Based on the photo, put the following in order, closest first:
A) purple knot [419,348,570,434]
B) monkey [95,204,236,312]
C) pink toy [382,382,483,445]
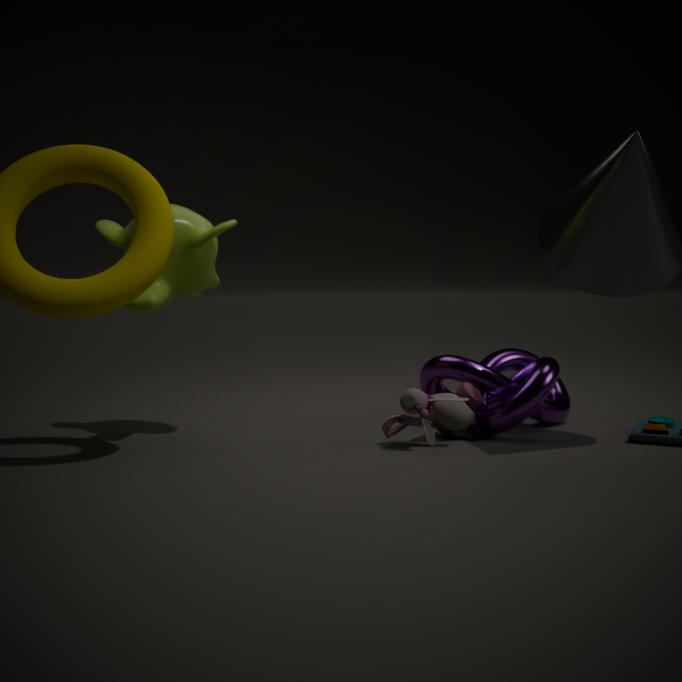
pink toy [382,382,483,445], monkey [95,204,236,312], purple knot [419,348,570,434]
